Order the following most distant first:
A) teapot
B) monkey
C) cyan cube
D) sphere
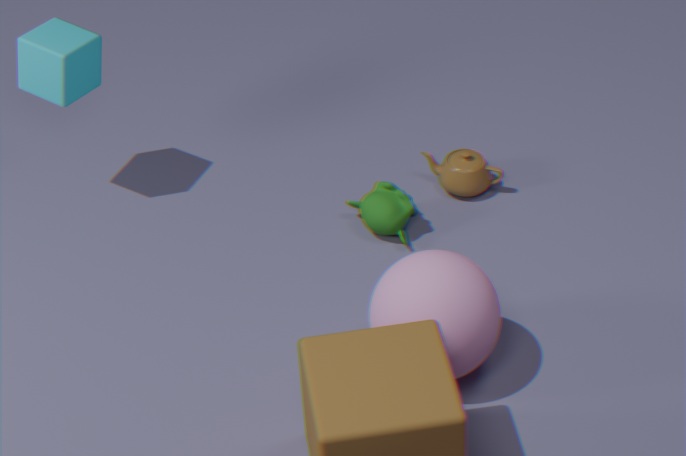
A. teapot, B. monkey, C. cyan cube, D. sphere
